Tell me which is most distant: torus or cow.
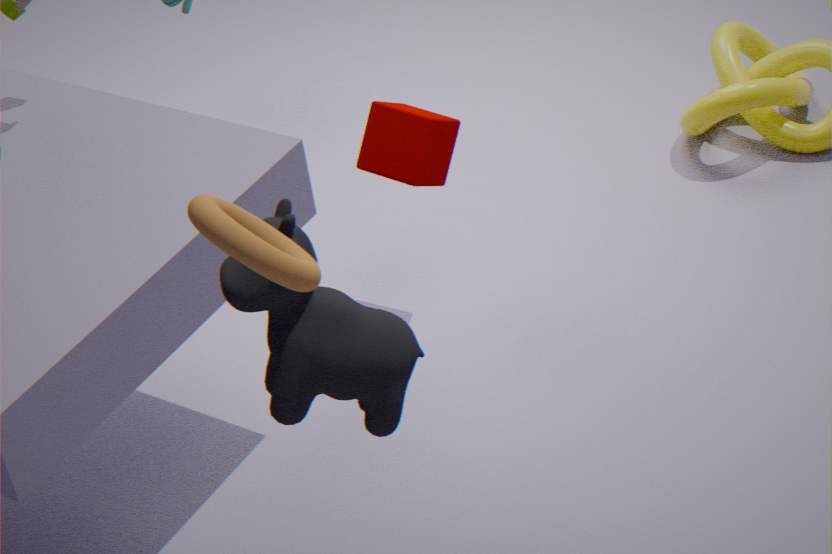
cow
